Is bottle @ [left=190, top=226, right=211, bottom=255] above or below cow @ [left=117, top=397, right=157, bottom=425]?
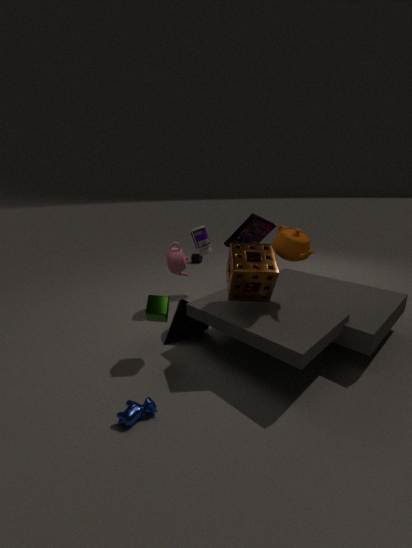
above
